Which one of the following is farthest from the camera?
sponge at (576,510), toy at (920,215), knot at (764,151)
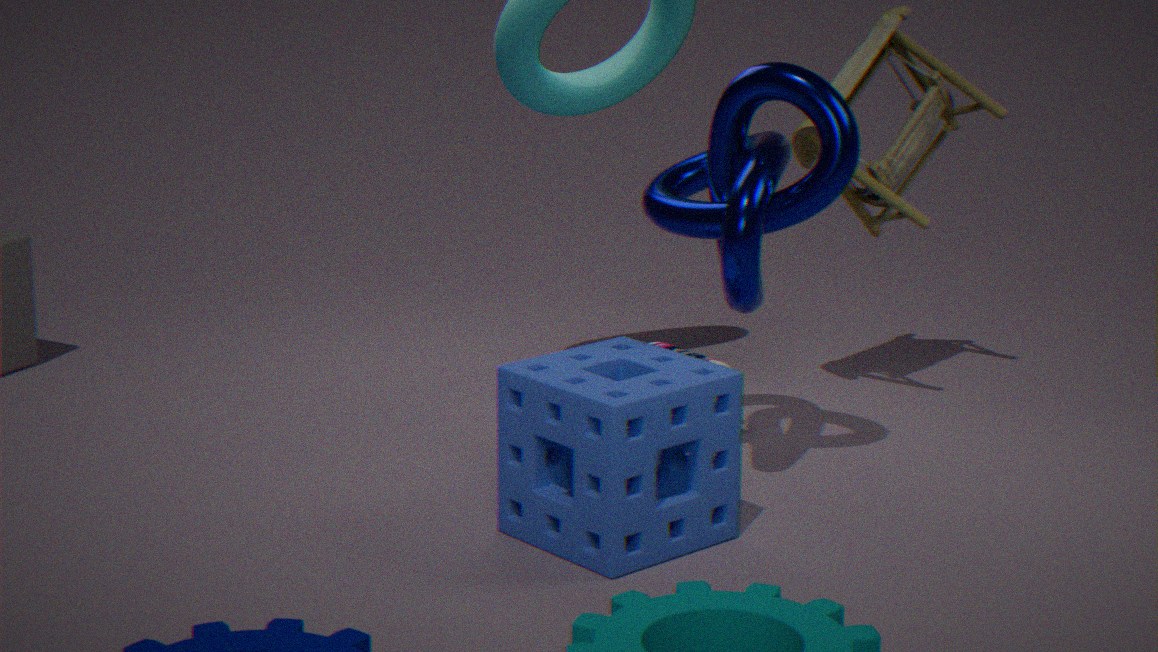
toy at (920,215)
